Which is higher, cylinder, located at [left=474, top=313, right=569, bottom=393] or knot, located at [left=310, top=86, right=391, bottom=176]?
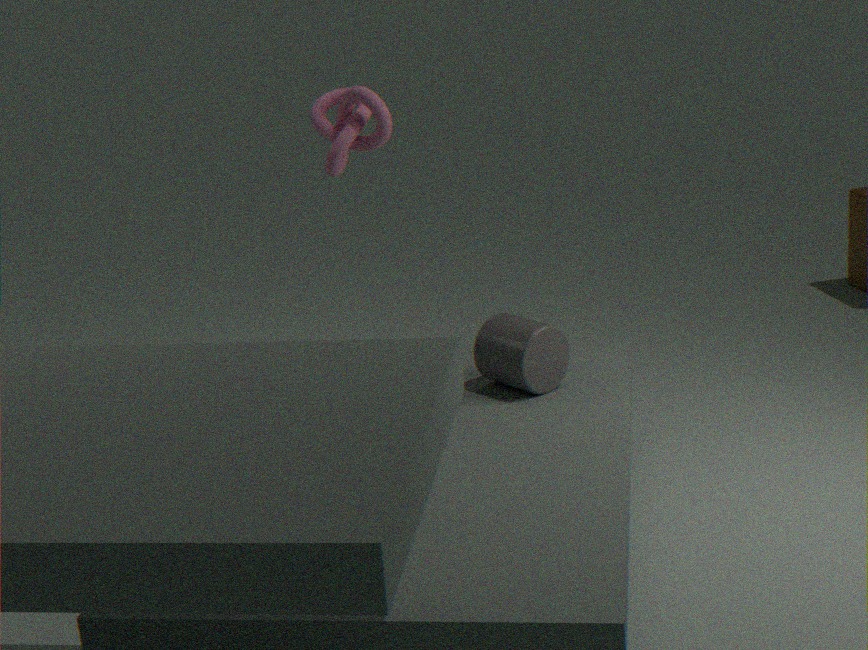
knot, located at [left=310, top=86, right=391, bottom=176]
